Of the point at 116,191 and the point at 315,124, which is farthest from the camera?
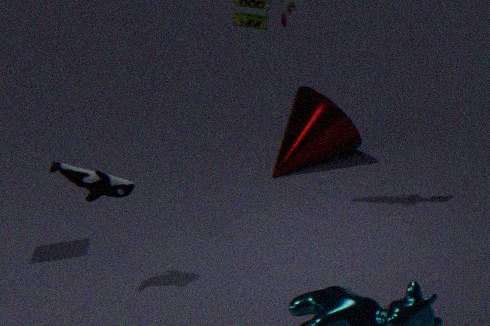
the point at 315,124
